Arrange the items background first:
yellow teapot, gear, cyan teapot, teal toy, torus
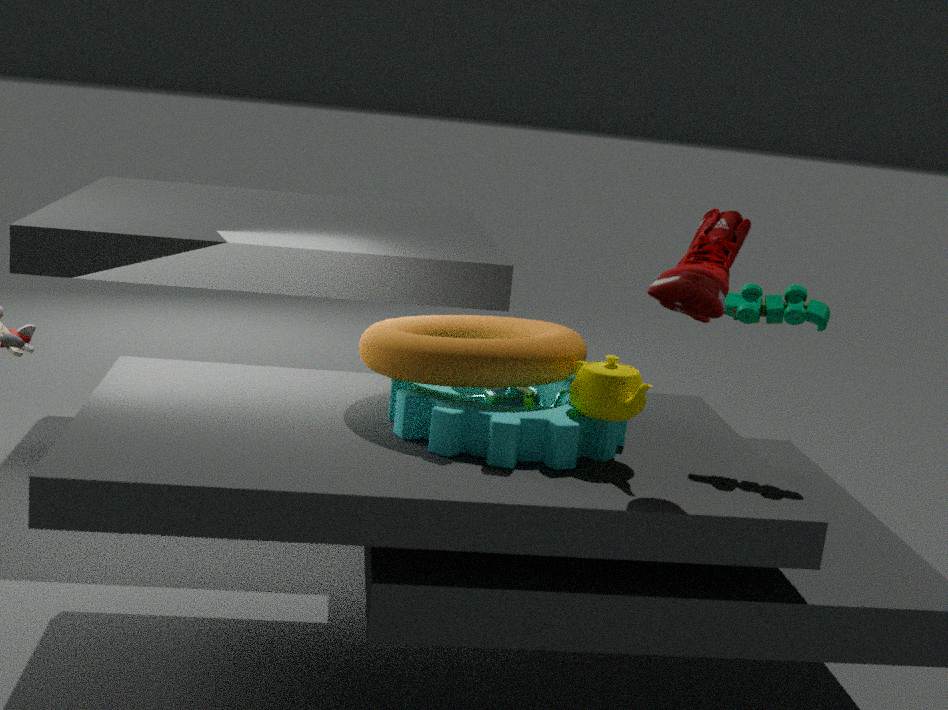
1. cyan teapot
2. teal toy
3. torus
4. yellow teapot
5. gear
